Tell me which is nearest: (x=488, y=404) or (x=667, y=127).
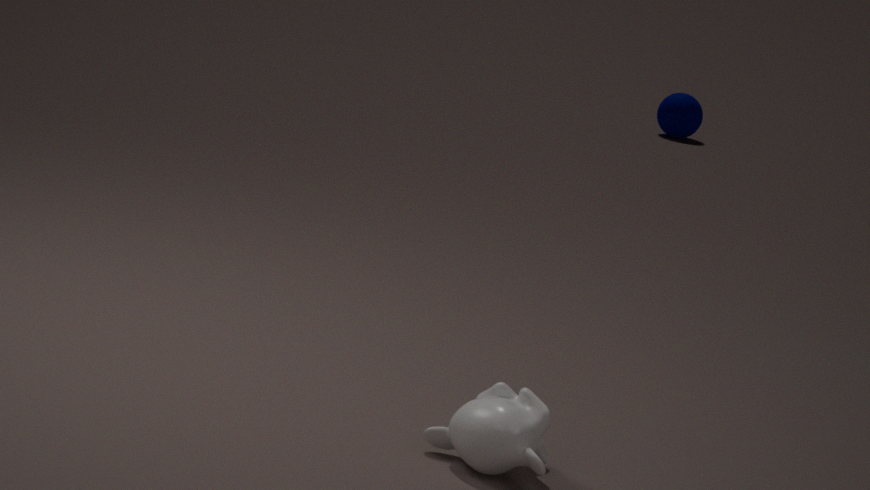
(x=488, y=404)
